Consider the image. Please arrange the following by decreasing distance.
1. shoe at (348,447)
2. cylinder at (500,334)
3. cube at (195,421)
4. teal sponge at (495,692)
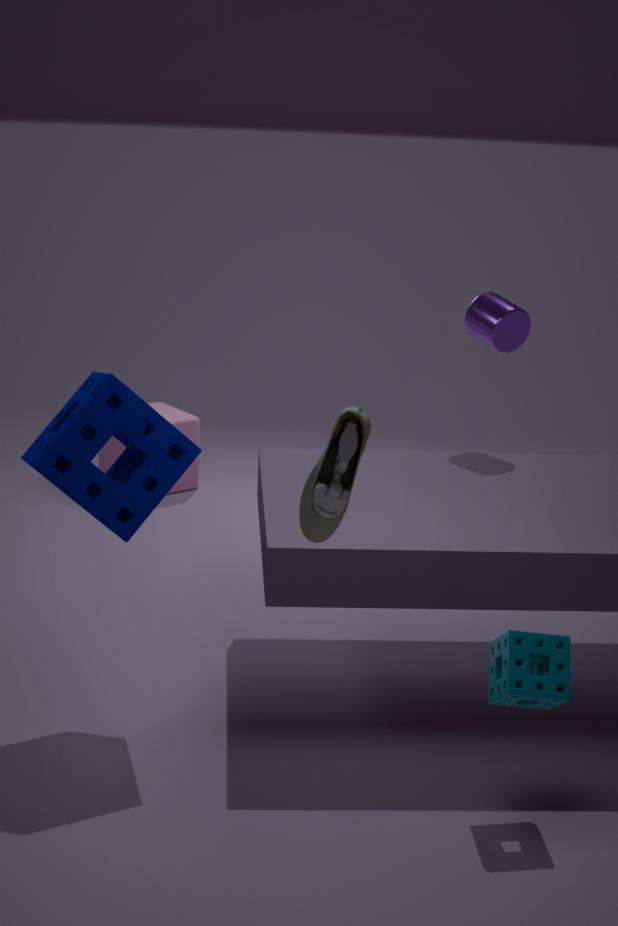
cube at (195,421)
cylinder at (500,334)
teal sponge at (495,692)
shoe at (348,447)
